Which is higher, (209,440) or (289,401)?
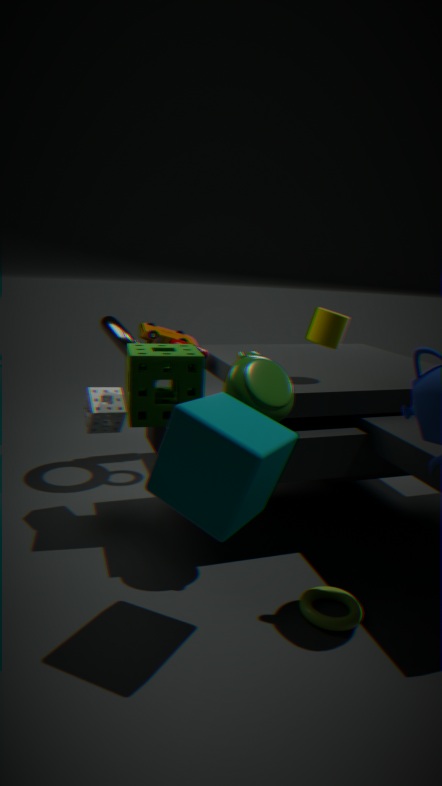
(289,401)
